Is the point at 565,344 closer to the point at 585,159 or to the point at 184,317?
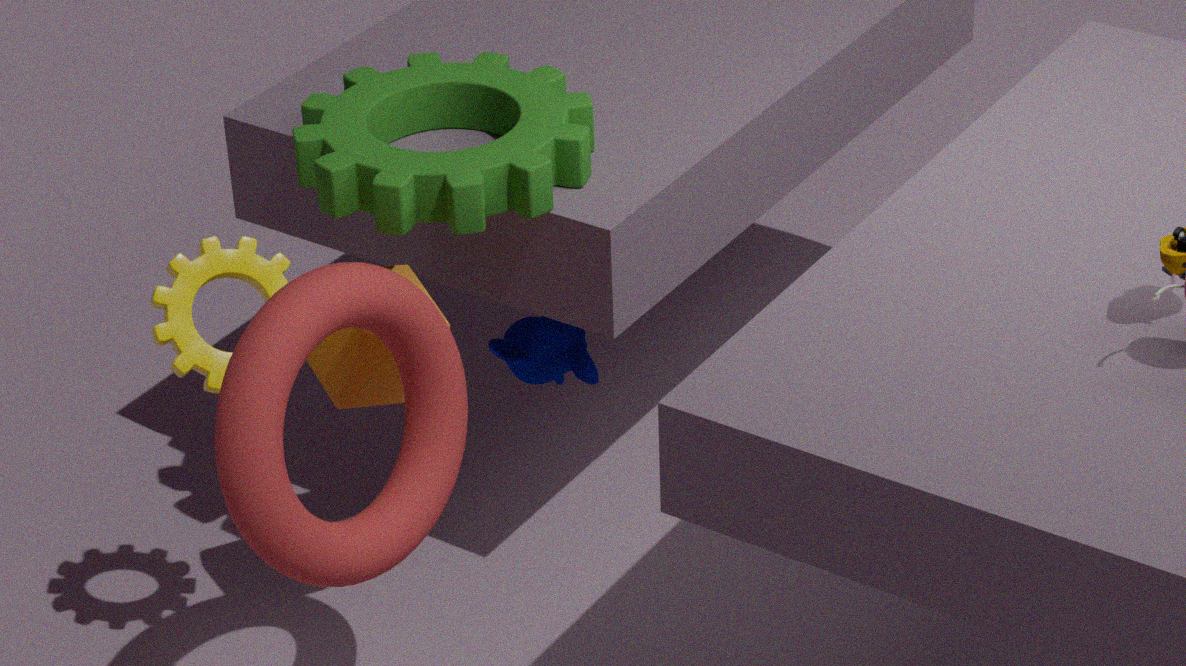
the point at 585,159
